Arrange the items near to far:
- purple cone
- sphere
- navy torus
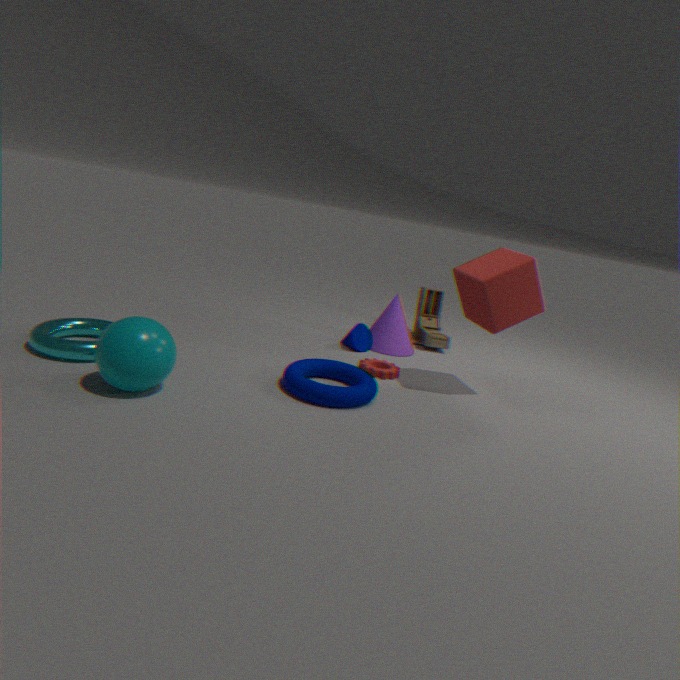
sphere
navy torus
purple cone
